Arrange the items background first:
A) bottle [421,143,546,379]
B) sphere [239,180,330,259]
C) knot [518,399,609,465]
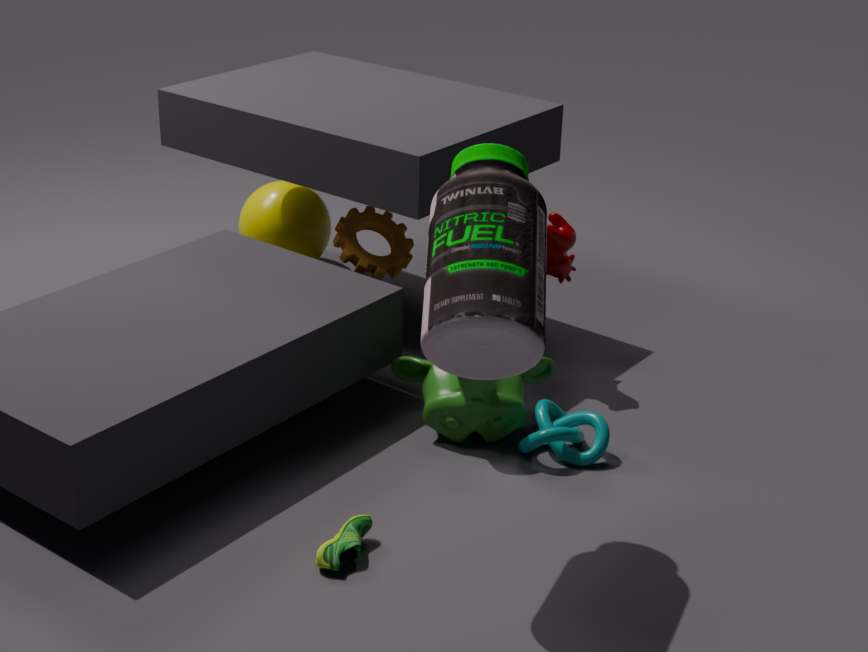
1. sphere [239,180,330,259]
2. knot [518,399,609,465]
3. bottle [421,143,546,379]
